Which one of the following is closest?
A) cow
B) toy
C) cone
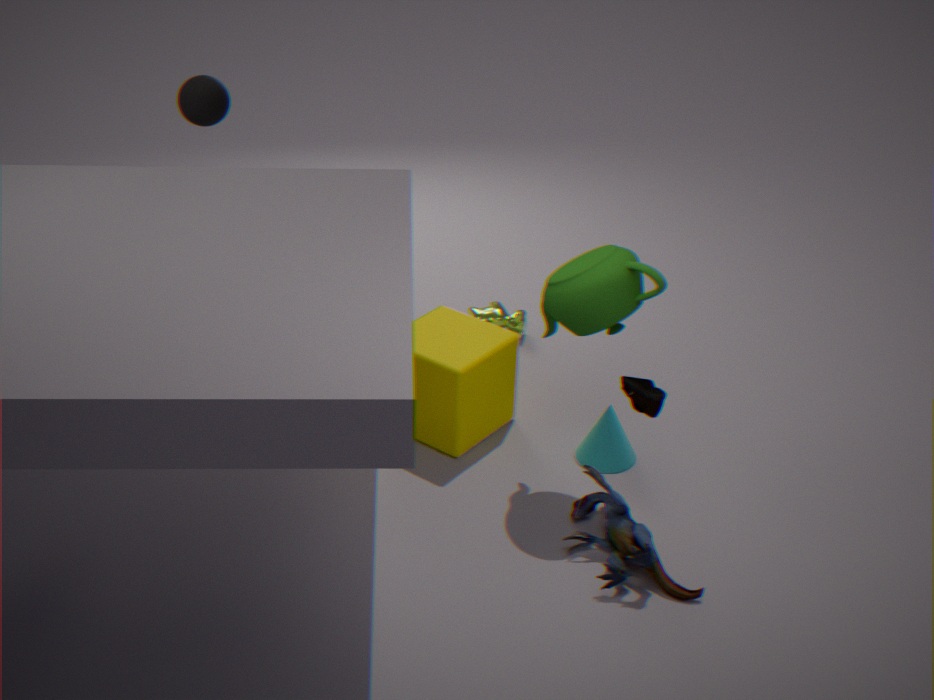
toy
